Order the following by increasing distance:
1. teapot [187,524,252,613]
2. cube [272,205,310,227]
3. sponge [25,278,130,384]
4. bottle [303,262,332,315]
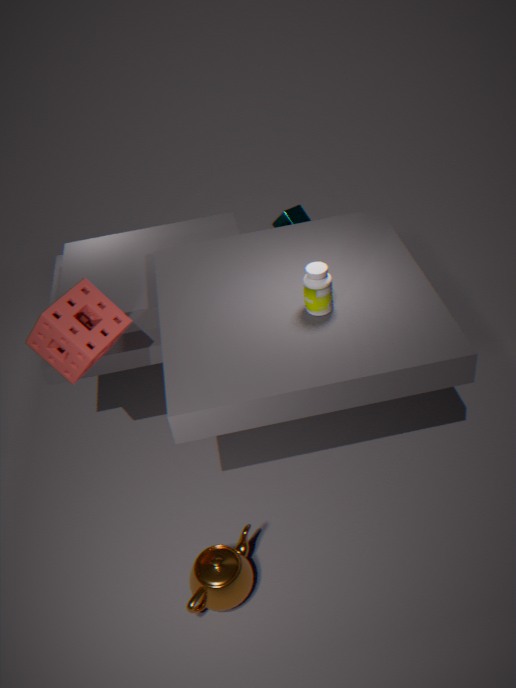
teapot [187,524,252,613]
sponge [25,278,130,384]
bottle [303,262,332,315]
cube [272,205,310,227]
